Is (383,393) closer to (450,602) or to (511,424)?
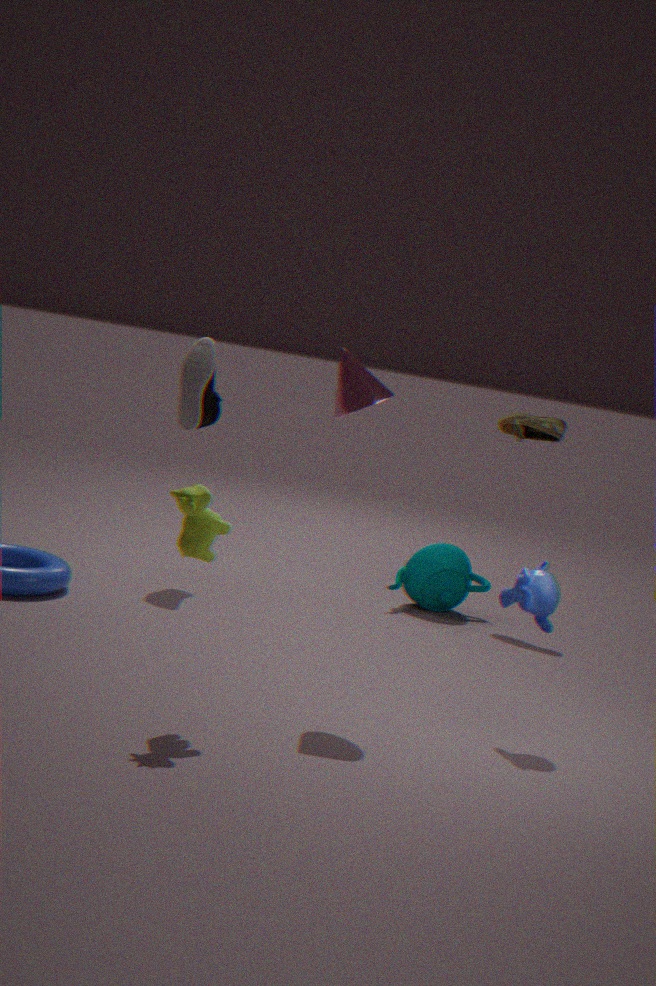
(450,602)
